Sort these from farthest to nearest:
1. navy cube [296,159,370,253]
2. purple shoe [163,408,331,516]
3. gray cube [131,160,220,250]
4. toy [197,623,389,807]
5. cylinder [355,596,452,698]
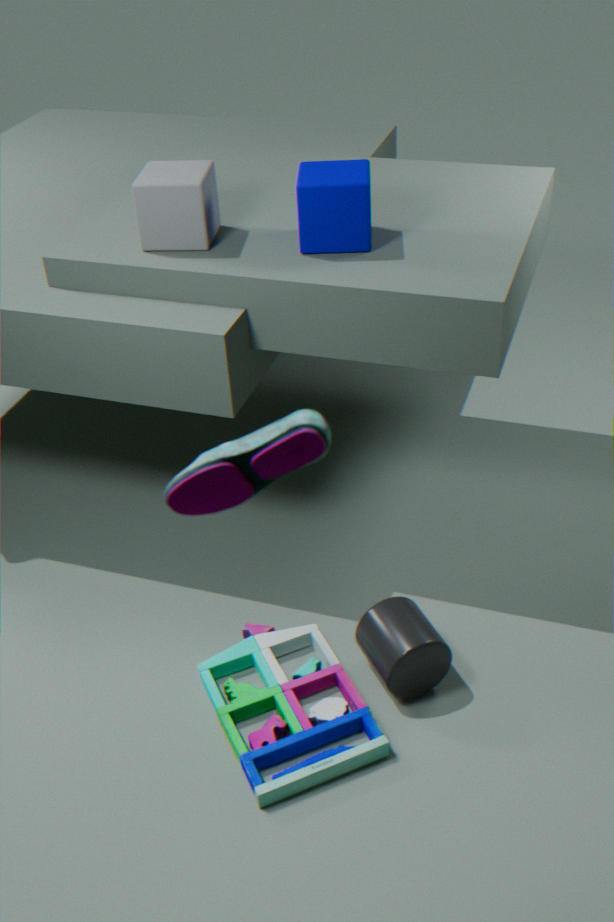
1. gray cube [131,160,220,250]
2. navy cube [296,159,370,253]
3. cylinder [355,596,452,698]
4. toy [197,623,389,807]
5. purple shoe [163,408,331,516]
